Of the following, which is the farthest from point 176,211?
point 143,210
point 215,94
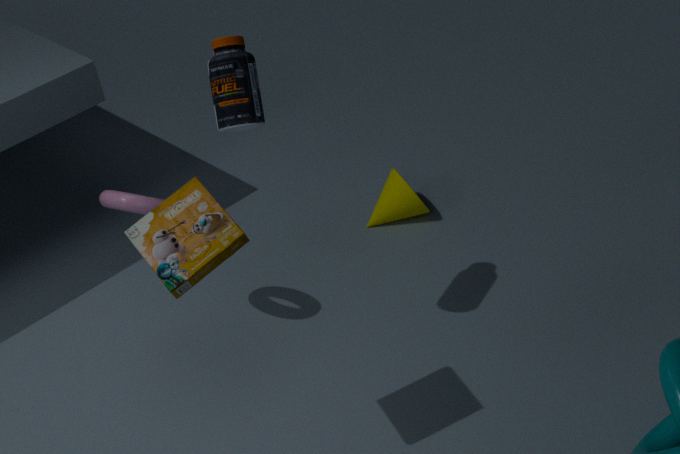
point 143,210
